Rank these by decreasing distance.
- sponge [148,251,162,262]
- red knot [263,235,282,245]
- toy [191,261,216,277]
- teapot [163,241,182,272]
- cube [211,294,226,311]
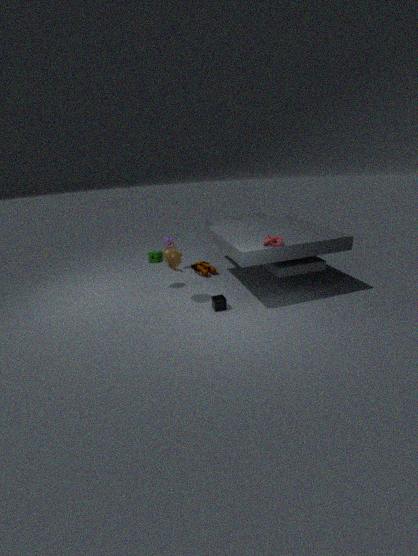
toy [191,261,216,277], sponge [148,251,162,262], teapot [163,241,182,272], cube [211,294,226,311], red knot [263,235,282,245]
